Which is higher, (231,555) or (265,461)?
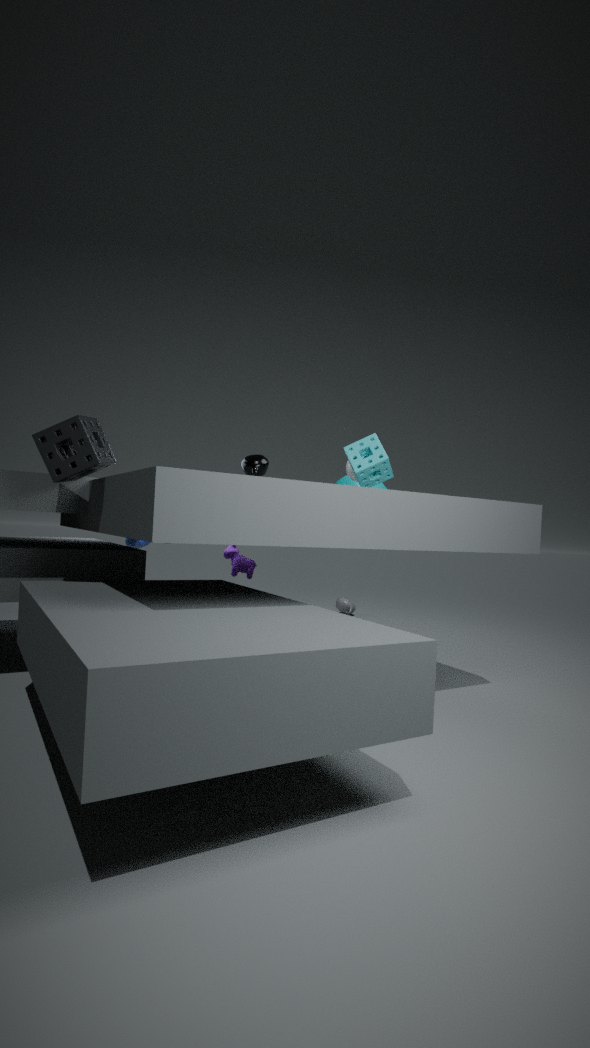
(265,461)
